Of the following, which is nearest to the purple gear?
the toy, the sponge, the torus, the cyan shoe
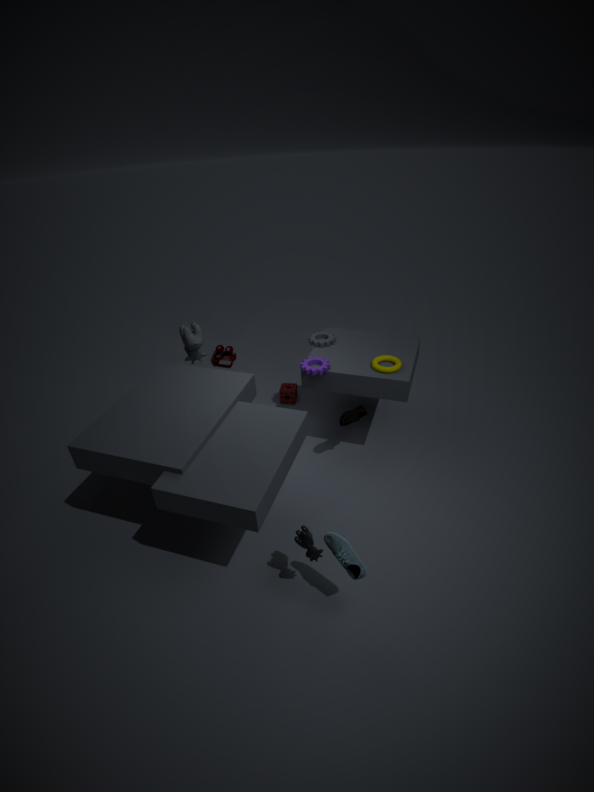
the torus
